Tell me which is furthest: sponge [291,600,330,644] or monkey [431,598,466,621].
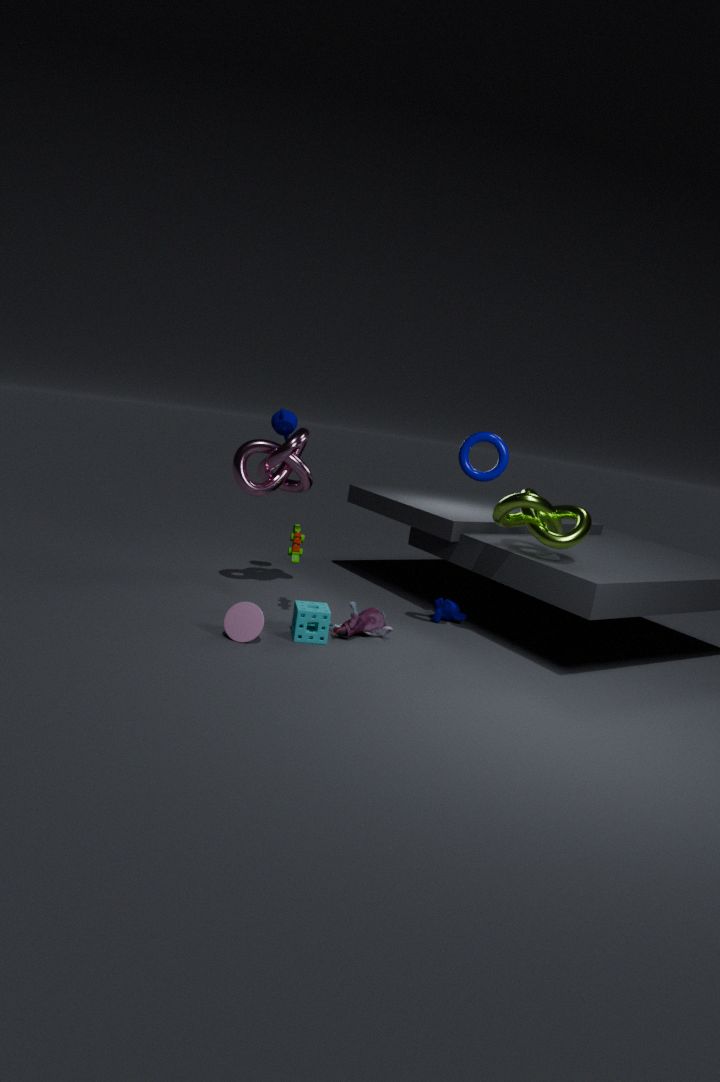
monkey [431,598,466,621]
